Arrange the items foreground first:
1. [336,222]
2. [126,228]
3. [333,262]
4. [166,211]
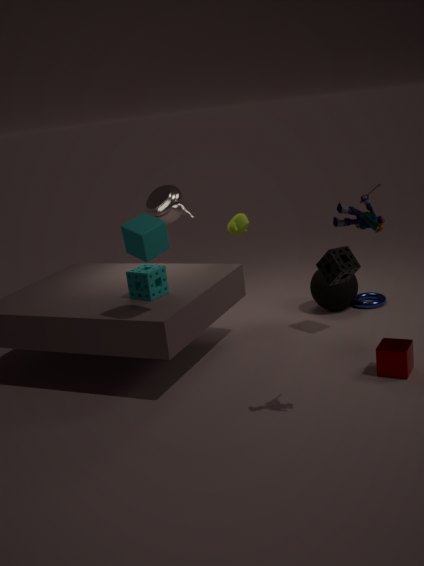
[336,222], [126,228], [333,262], [166,211]
